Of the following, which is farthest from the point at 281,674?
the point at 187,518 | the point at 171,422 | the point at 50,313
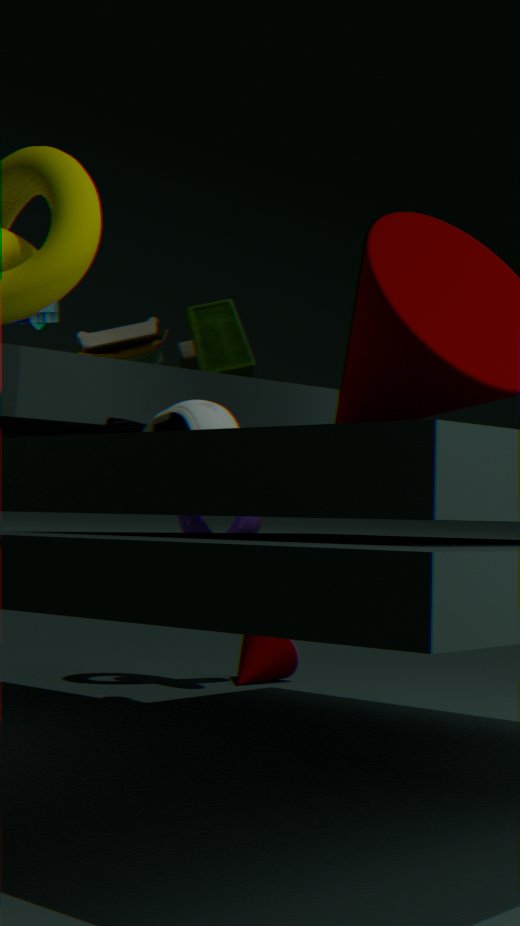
the point at 171,422
